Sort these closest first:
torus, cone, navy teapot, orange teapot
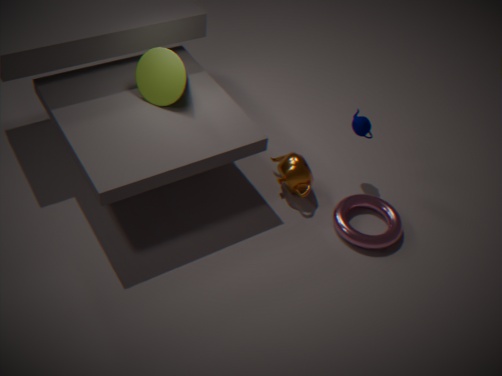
torus, cone, orange teapot, navy teapot
